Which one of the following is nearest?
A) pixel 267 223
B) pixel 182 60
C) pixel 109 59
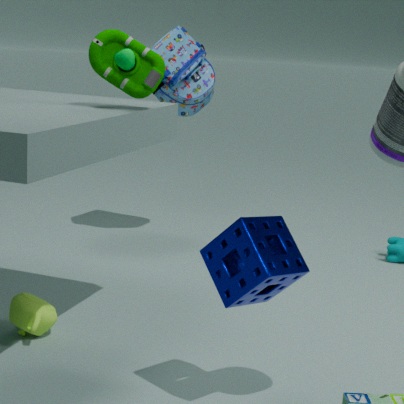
pixel 267 223
